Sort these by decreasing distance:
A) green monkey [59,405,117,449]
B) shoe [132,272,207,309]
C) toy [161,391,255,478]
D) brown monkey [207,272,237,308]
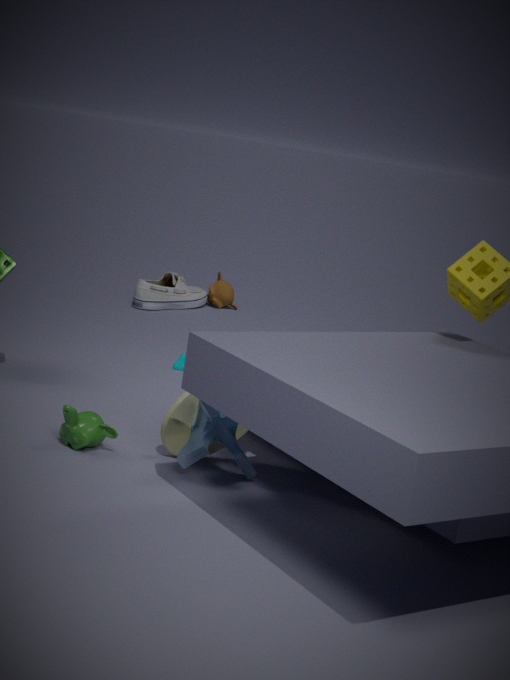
brown monkey [207,272,237,308] → shoe [132,272,207,309] → green monkey [59,405,117,449] → toy [161,391,255,478]
